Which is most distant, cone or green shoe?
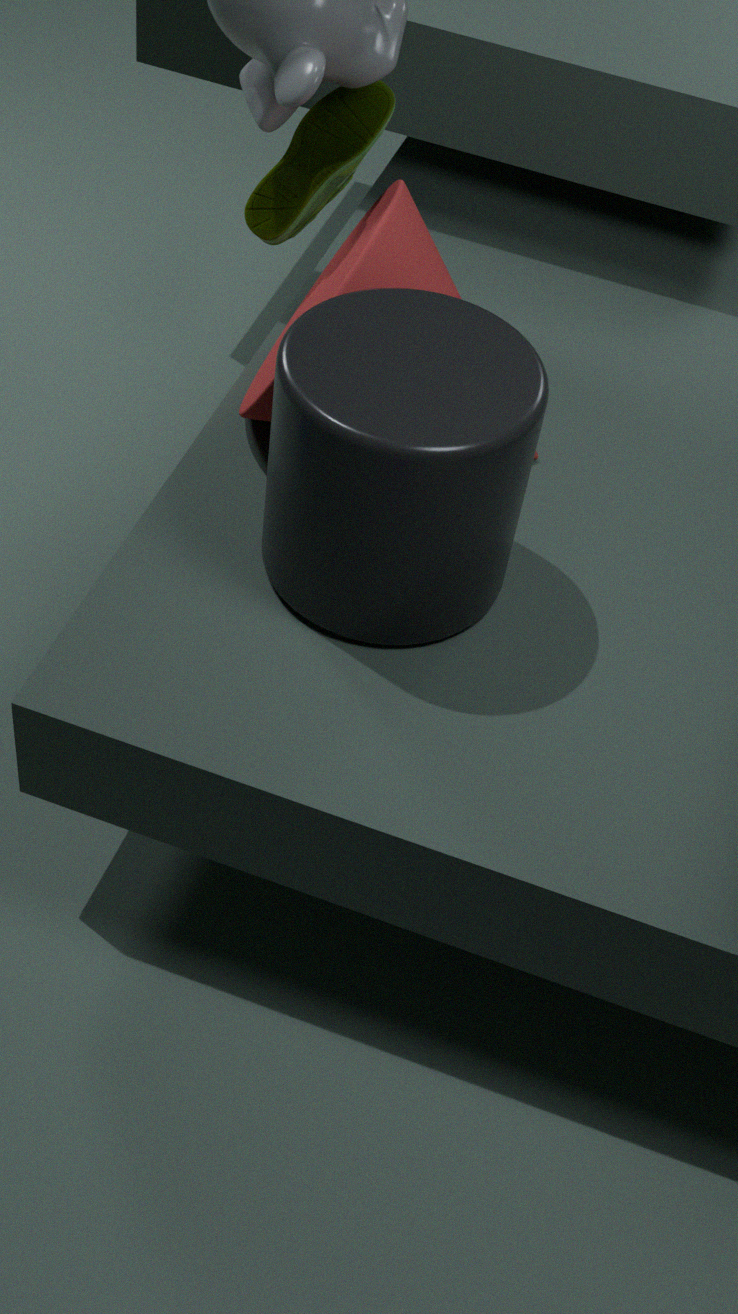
green shoe
